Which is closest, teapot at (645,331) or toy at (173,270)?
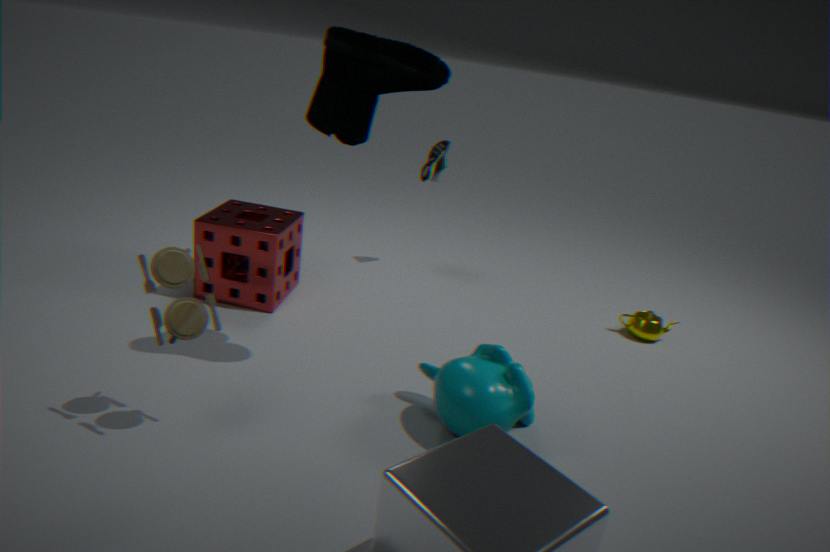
toy at (173,270)
